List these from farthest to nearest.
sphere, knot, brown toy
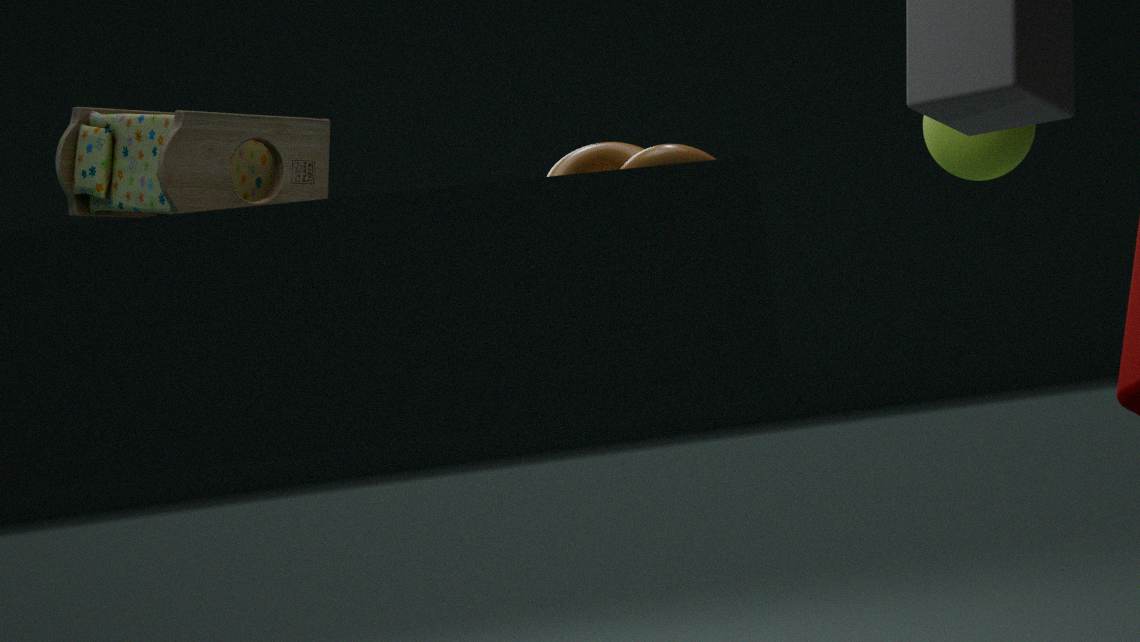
sphere → brown toy → knot
